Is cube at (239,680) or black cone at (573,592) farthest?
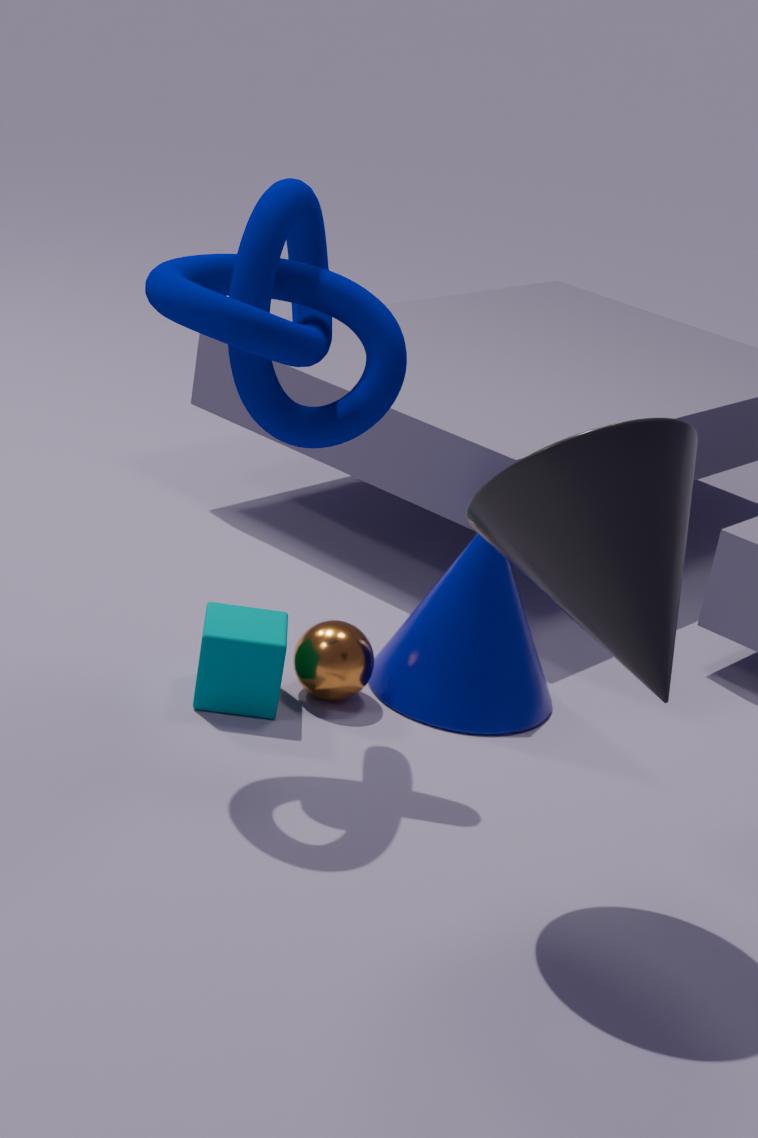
cube at (239,680)
